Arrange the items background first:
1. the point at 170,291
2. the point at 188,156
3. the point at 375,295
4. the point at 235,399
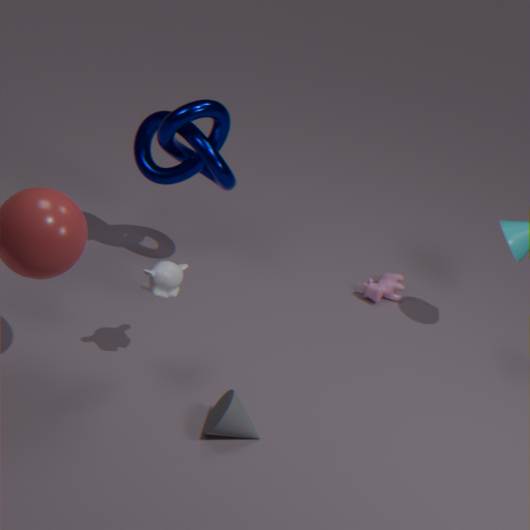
1. the point at 375,295
2. the point at 188,156
3. the point at 170,291
4. the point at 235,399
